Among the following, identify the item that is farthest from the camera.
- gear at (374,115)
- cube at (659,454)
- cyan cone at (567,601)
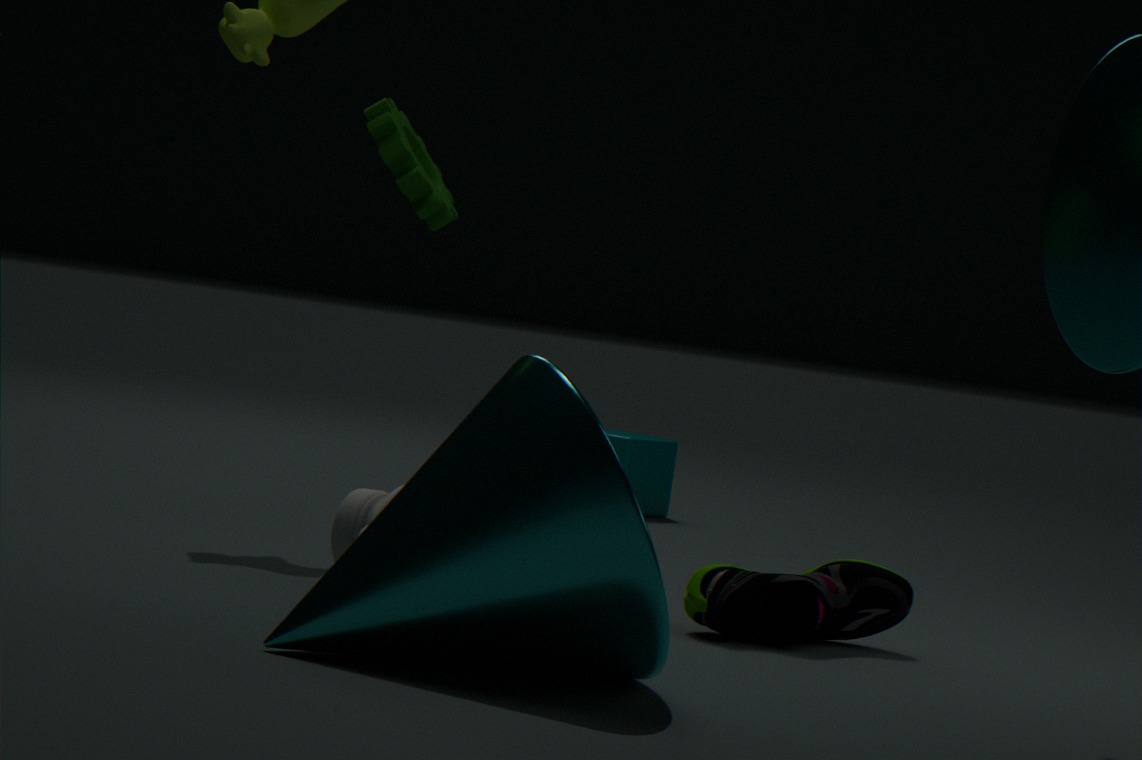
cube at (659,454)
